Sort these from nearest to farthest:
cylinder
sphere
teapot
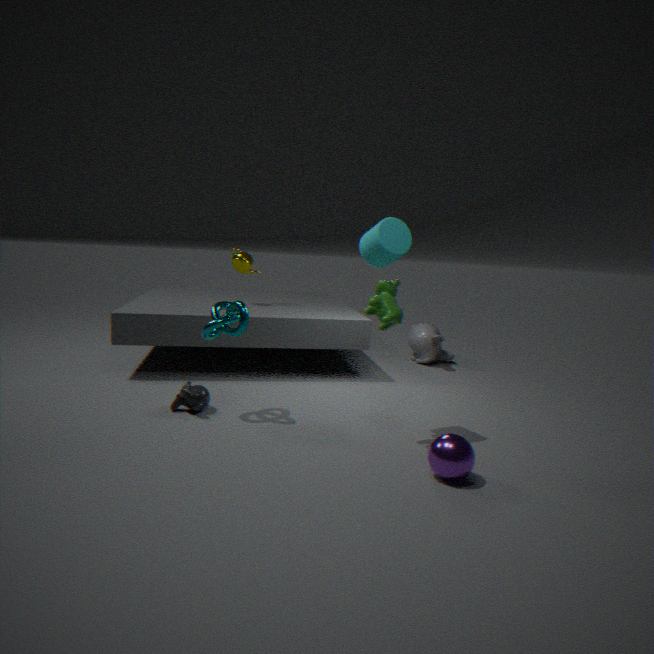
sphere
cylinder
teapot
